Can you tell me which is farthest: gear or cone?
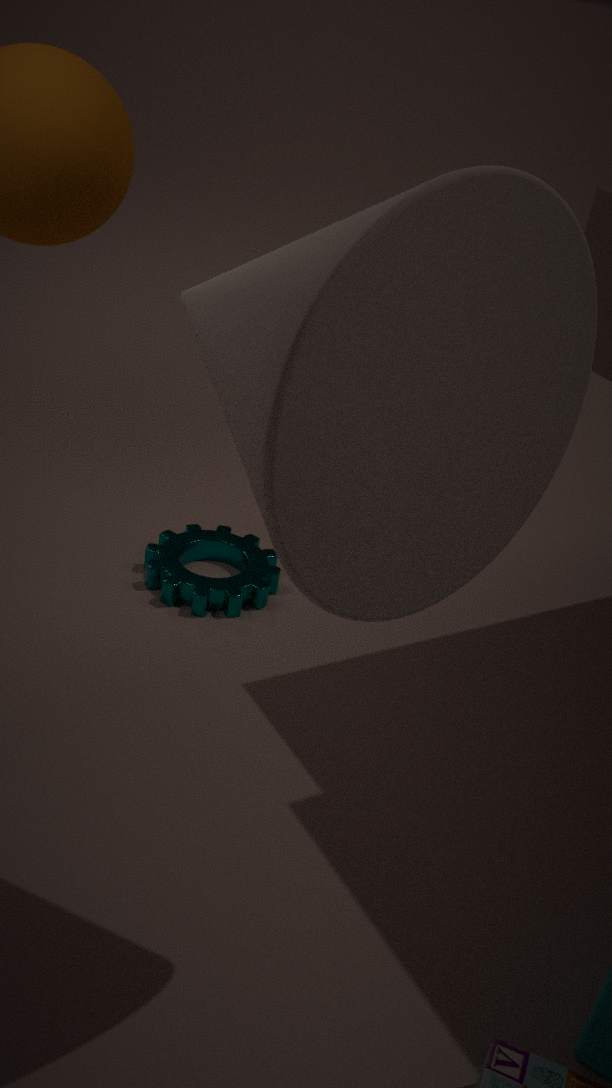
gear
